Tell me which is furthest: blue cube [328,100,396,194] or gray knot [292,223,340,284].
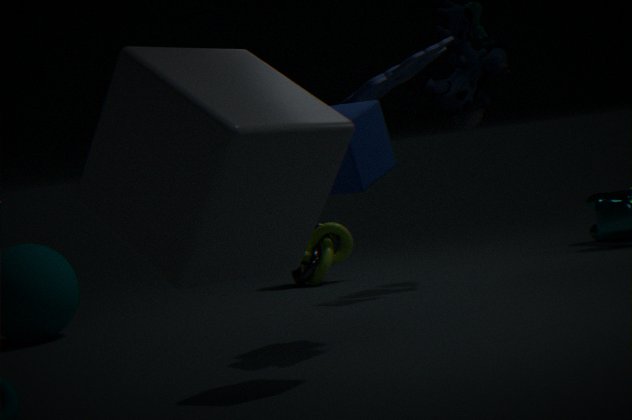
gray knot [292,223,340,284]
